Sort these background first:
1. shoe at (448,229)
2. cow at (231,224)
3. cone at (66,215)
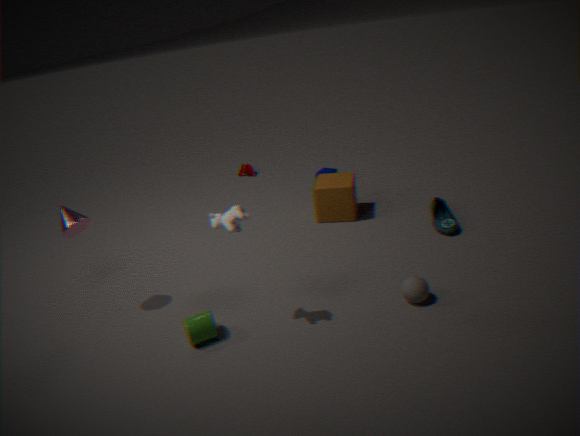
shoe at (448,229)
cone at (66,215)
cow at (231,224)
